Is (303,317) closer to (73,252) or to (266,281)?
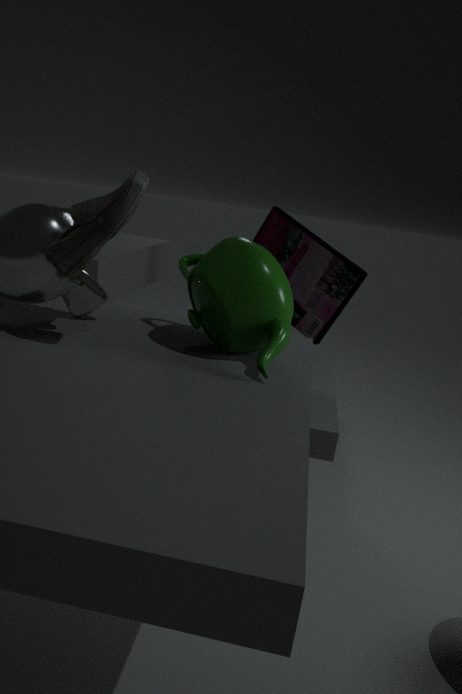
(266,281)
